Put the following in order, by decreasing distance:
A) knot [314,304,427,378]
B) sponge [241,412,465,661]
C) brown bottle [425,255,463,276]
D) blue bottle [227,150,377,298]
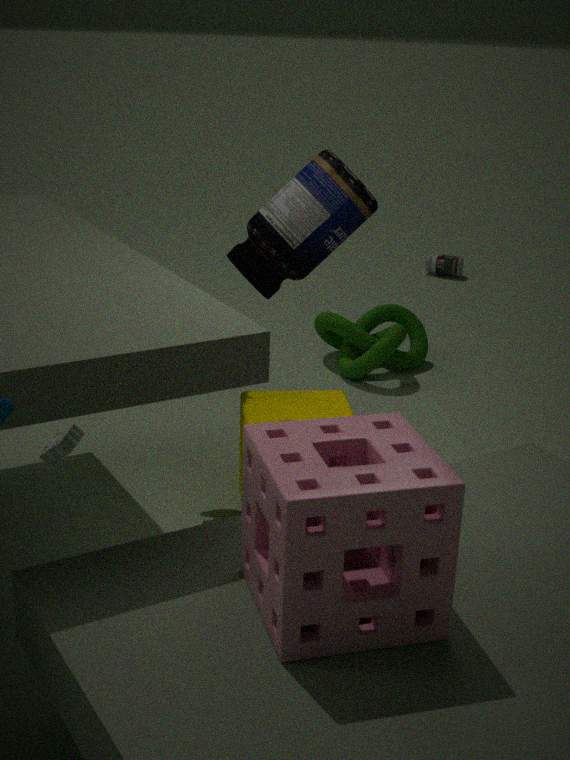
brown bottle [425,255,463,276]
knot [314,304,427,378]
blue bottle [227,150,377,298]
sponge [241,412,465,661]
